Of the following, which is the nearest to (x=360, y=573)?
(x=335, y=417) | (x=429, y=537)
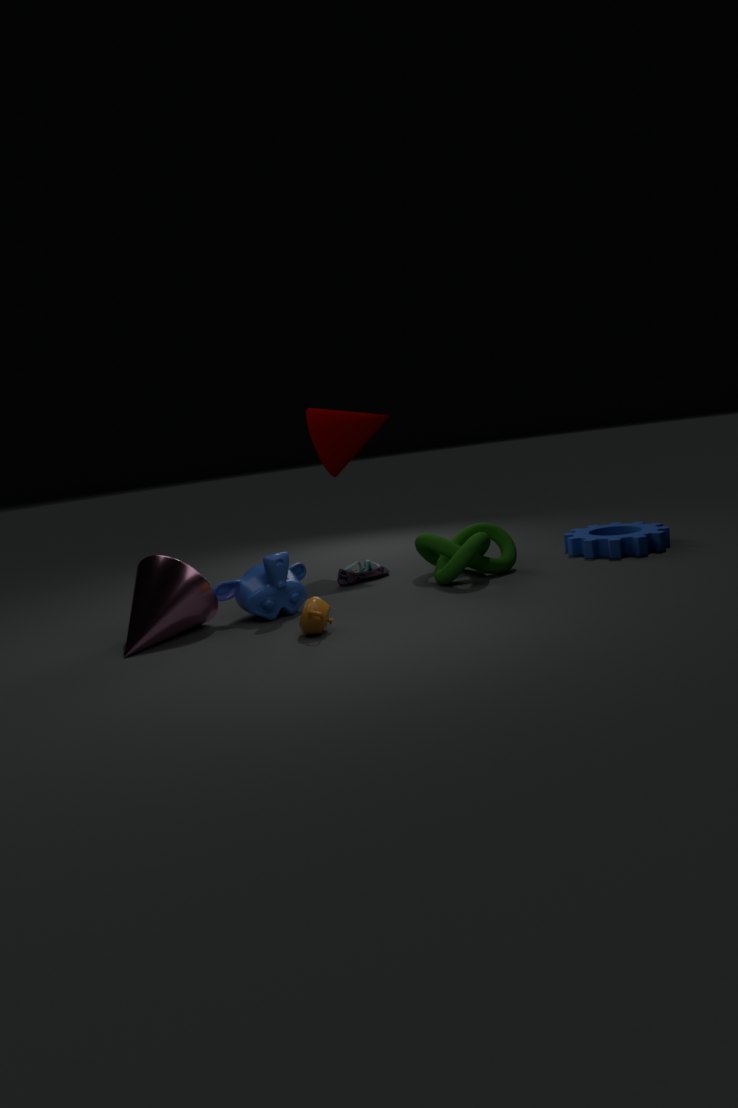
(x=429, y=537)
